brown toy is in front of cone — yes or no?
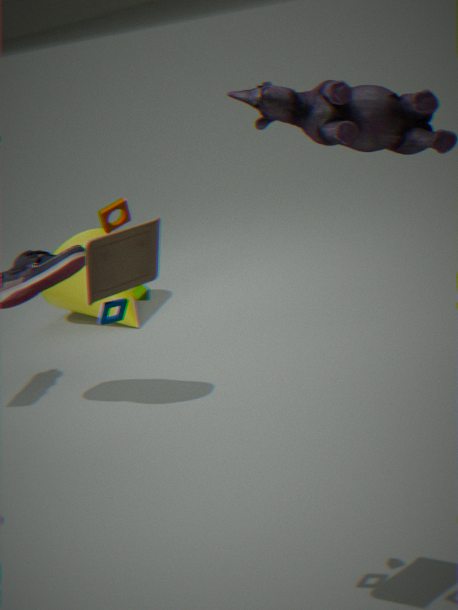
Yes
